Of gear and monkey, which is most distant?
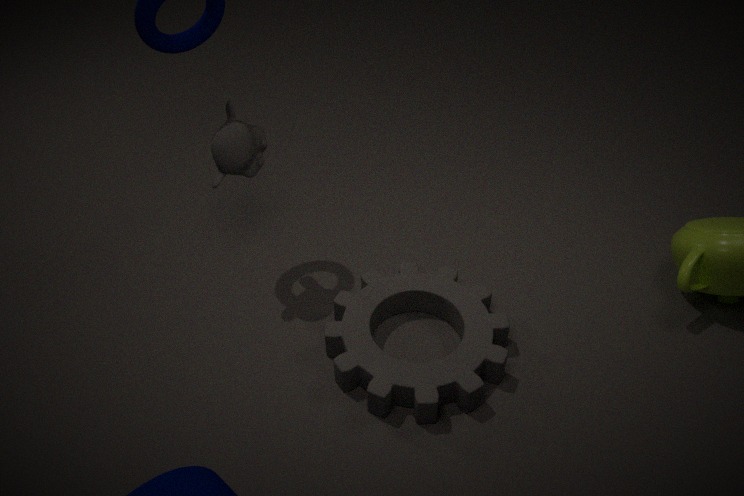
monkey
